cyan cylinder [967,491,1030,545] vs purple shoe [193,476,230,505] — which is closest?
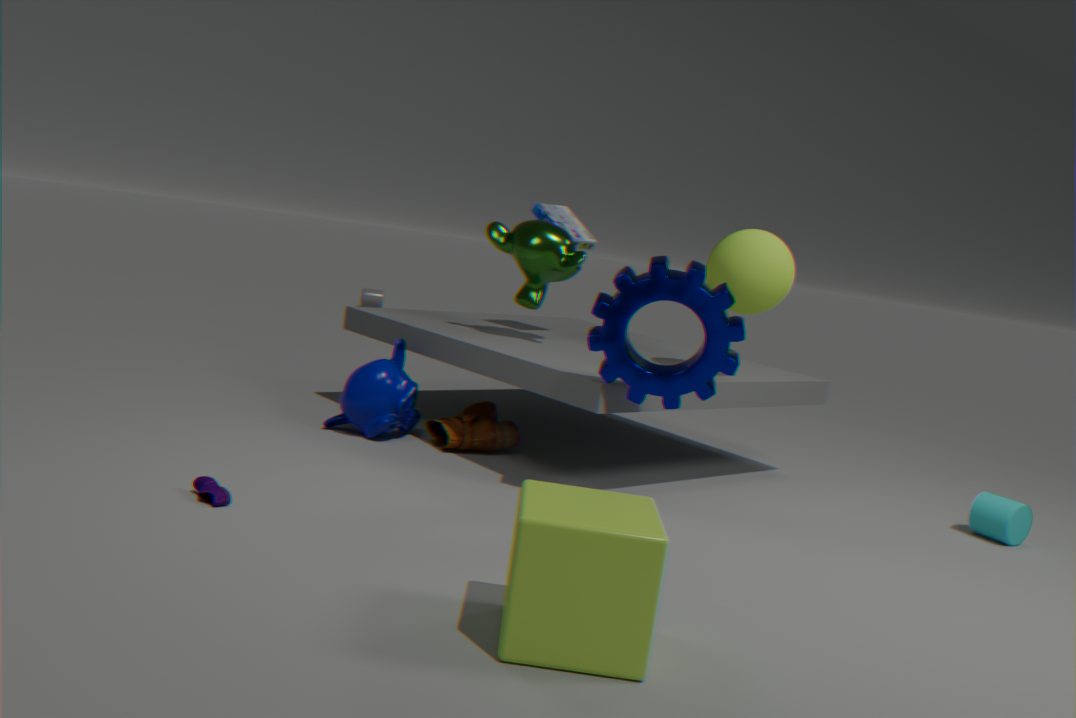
purple shoe [193,476,230,505]
